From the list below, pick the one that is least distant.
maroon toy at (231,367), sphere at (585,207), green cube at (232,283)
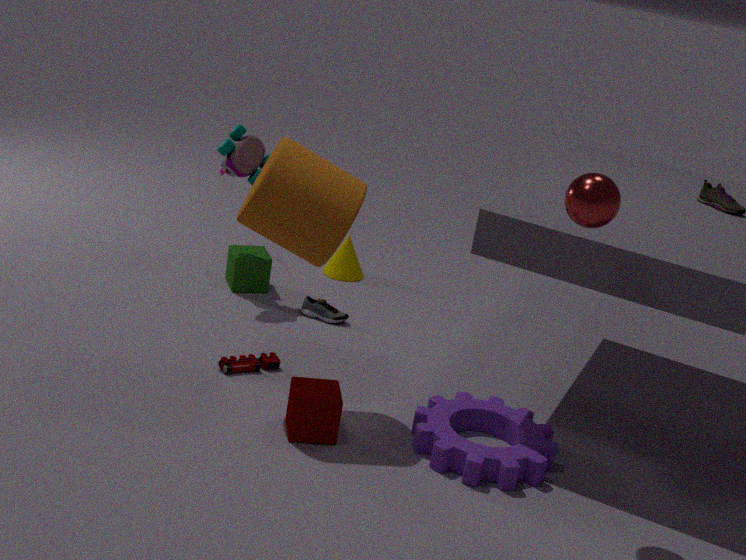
sphere at (585,207)
